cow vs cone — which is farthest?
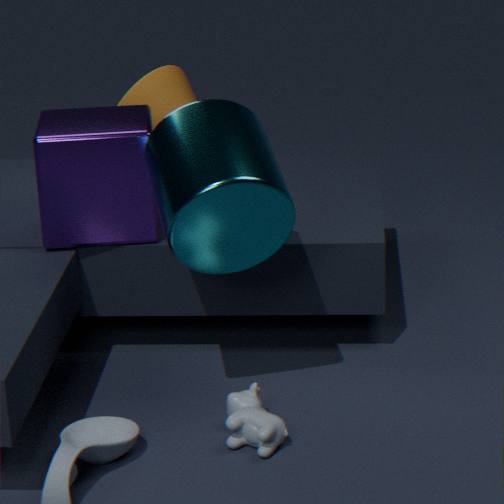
cone
